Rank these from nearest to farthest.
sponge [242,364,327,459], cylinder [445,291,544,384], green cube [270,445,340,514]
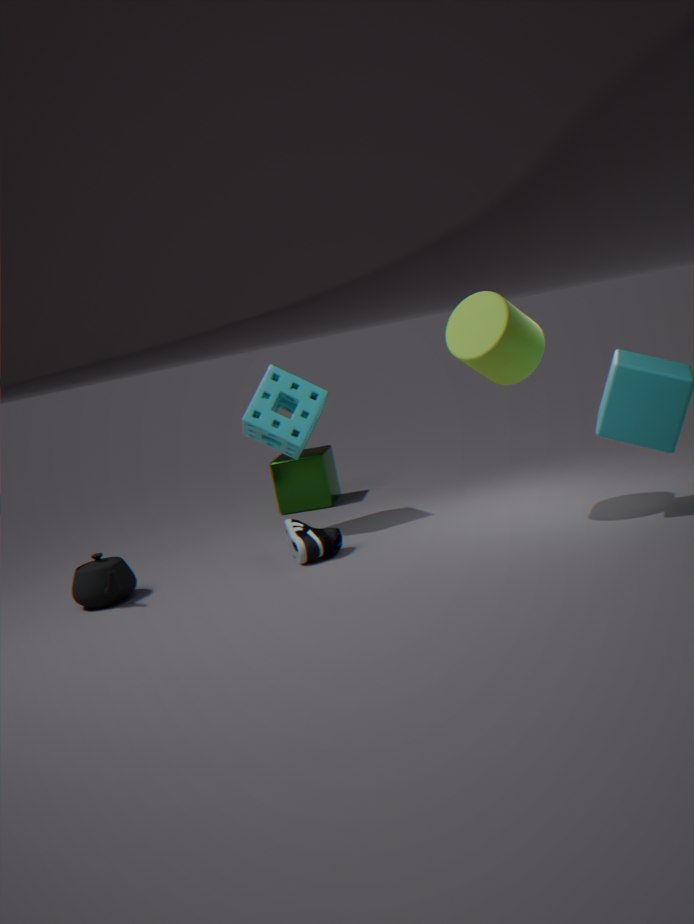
cylinder [445,291,544,384] < sponge [242,364,327,459] < green cube [270,445,340,514]
